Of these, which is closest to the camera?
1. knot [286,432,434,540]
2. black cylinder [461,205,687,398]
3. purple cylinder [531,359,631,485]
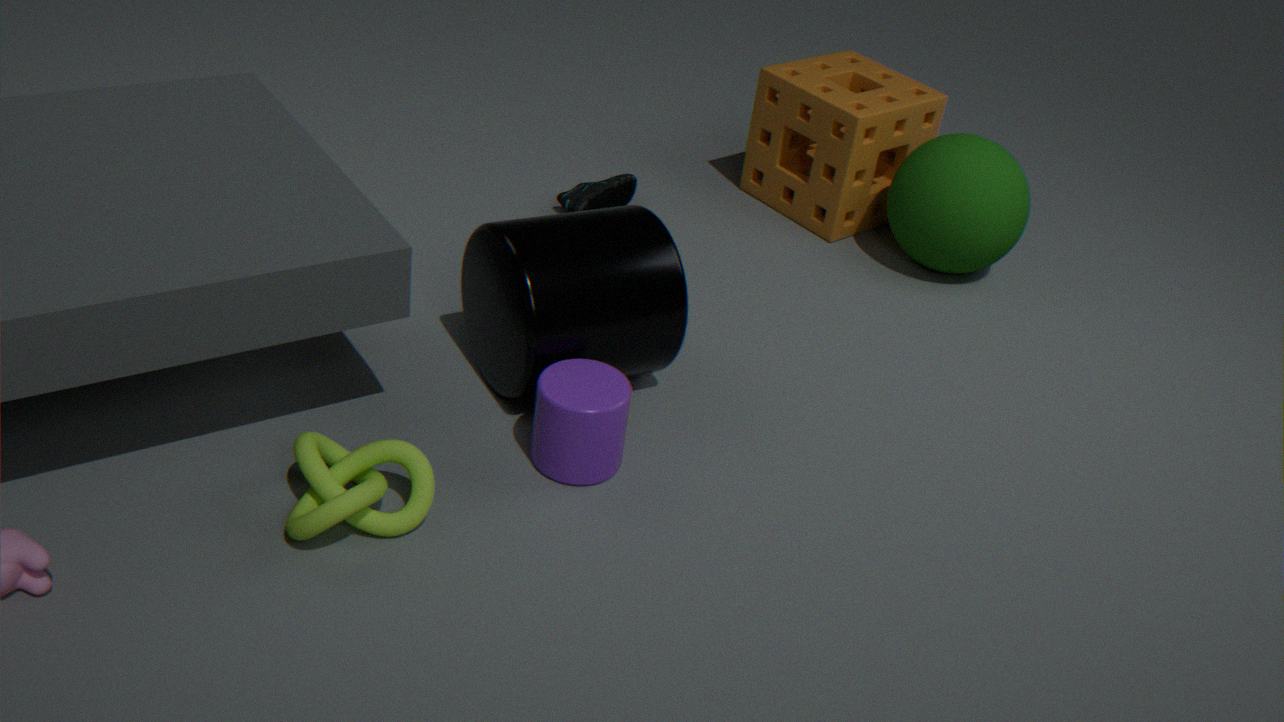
knot [286,432,434,540]
